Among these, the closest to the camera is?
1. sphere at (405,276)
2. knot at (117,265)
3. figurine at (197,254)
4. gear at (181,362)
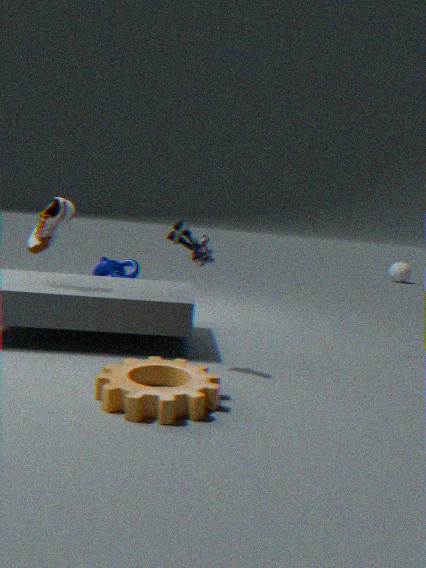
gear at (181,362)
